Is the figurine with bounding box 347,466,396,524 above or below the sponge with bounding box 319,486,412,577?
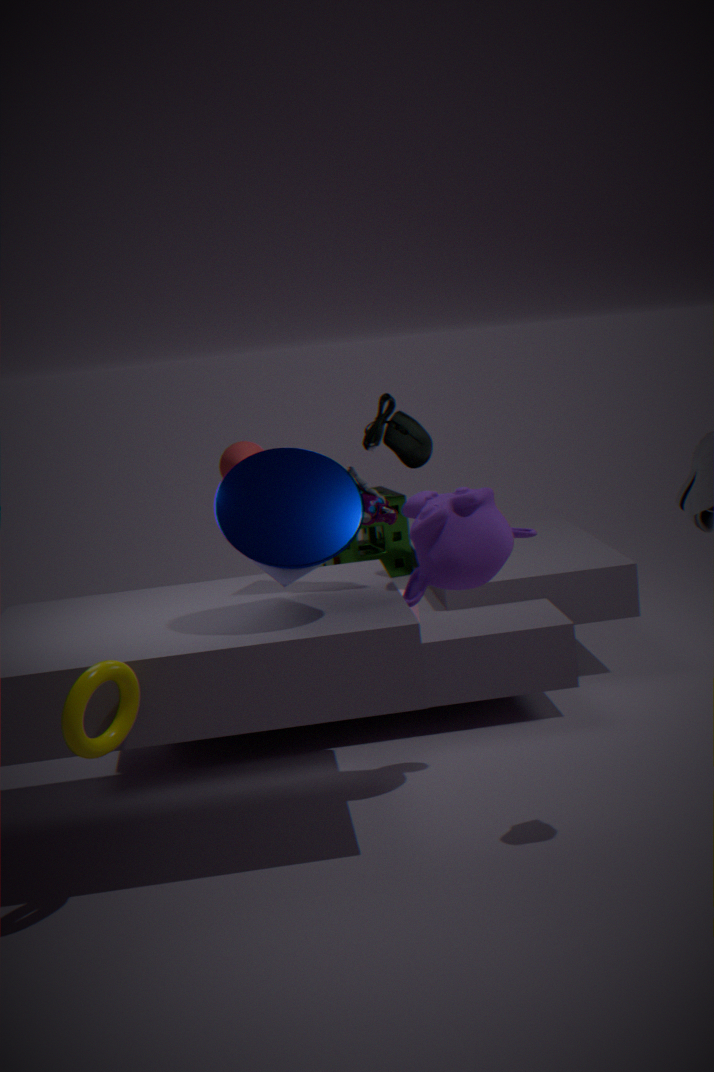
above
